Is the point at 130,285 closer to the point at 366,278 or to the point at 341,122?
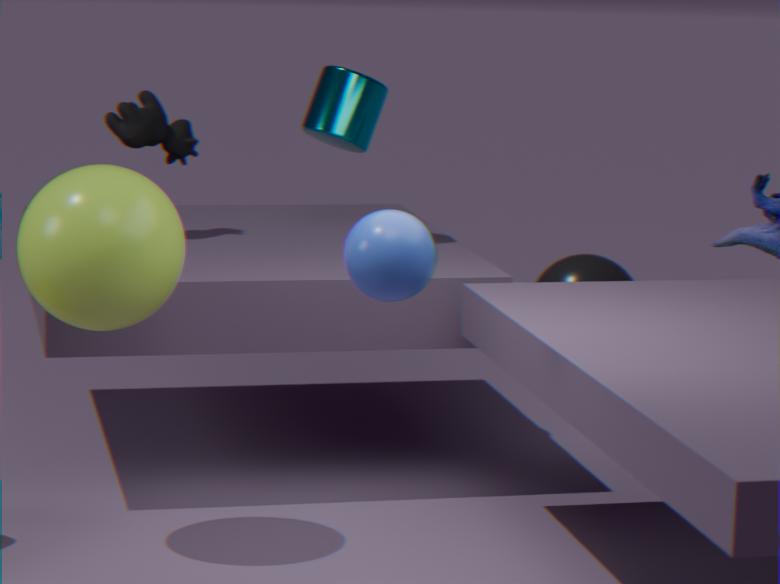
the point at 366,278
